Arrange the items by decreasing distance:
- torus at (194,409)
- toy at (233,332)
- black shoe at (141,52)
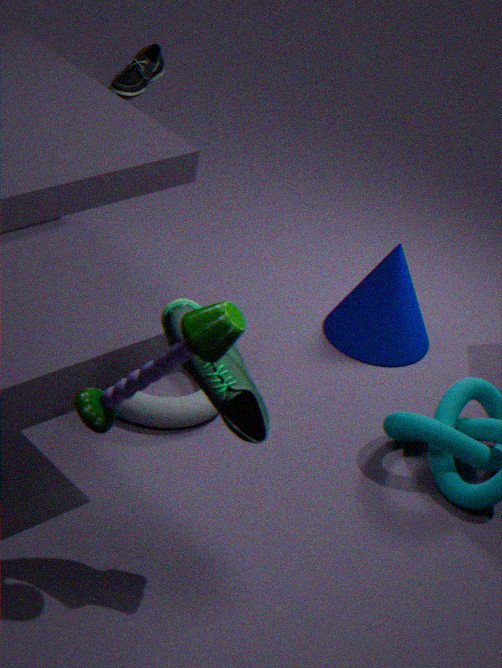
black shoe at (141,52) < torus at (194,409) < toy at (233,332)
